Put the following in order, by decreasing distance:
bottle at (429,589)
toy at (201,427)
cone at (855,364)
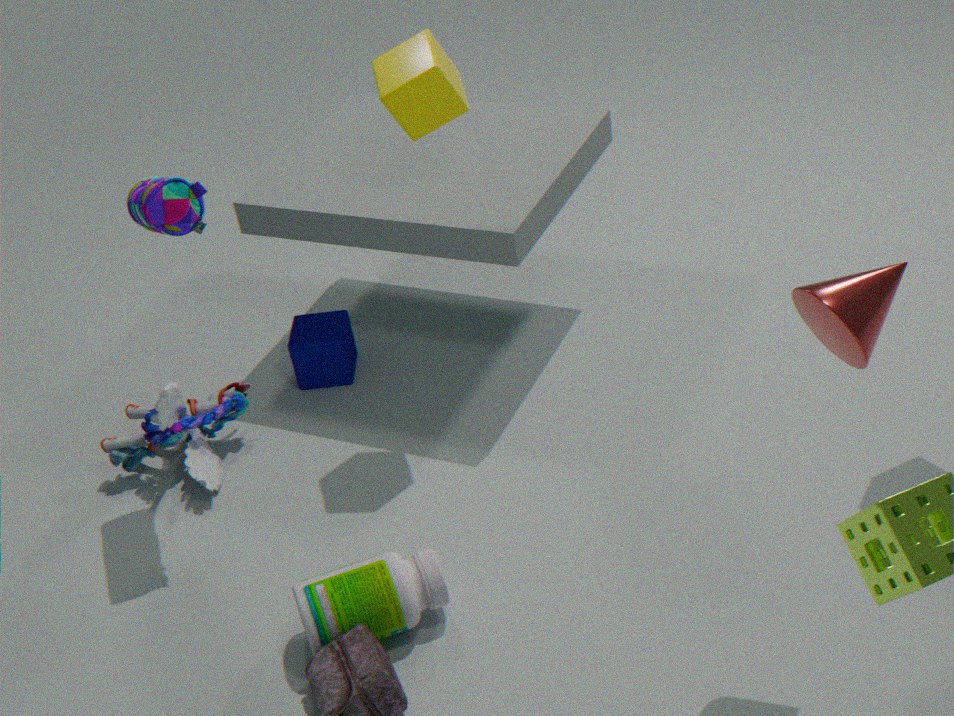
toy at (201,427)
bottle at (429,589)
cone at (855,364)
